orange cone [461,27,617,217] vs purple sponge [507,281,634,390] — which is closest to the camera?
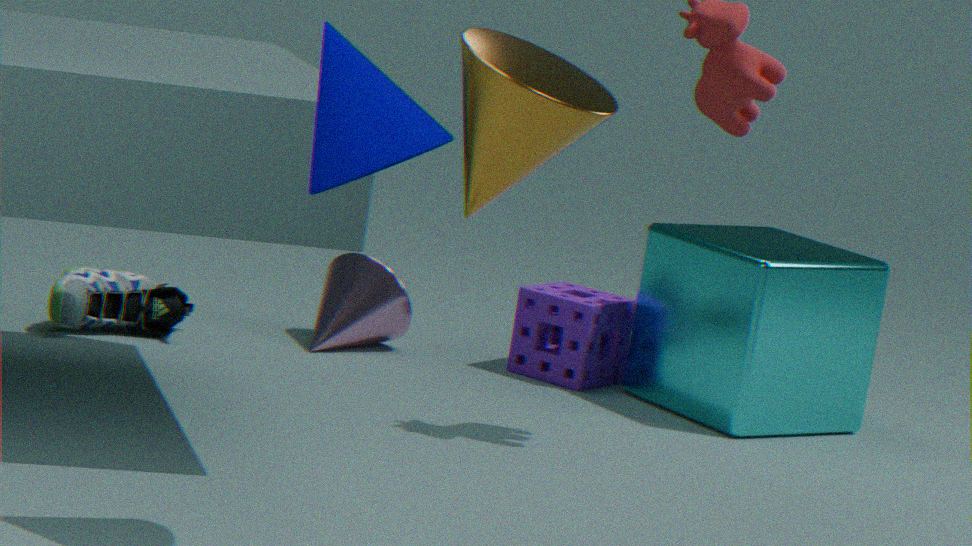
orange cone [461,27,617,217]
